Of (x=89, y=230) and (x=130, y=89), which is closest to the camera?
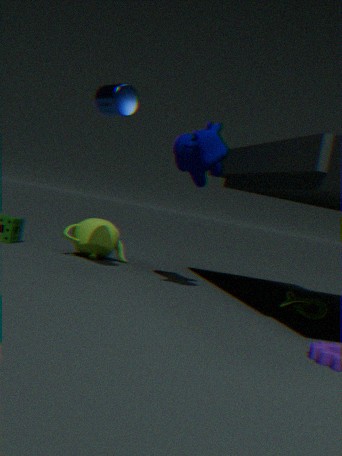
(x=130, y=89)
